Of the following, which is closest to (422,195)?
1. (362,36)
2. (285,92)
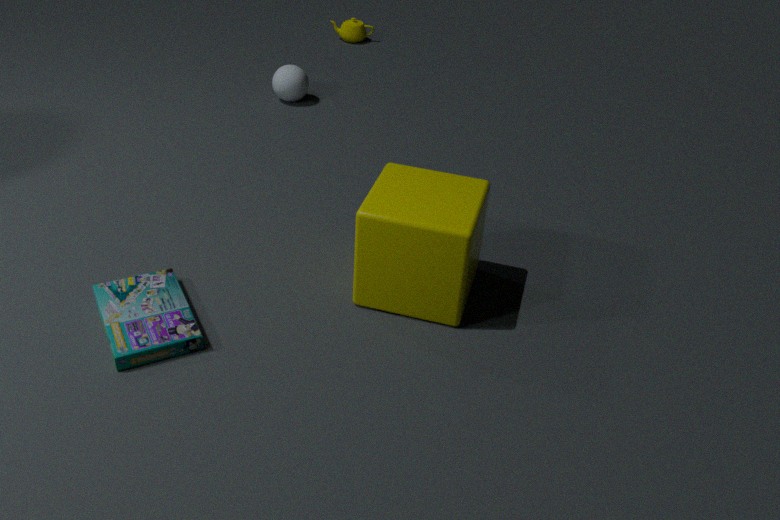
(285,92)
